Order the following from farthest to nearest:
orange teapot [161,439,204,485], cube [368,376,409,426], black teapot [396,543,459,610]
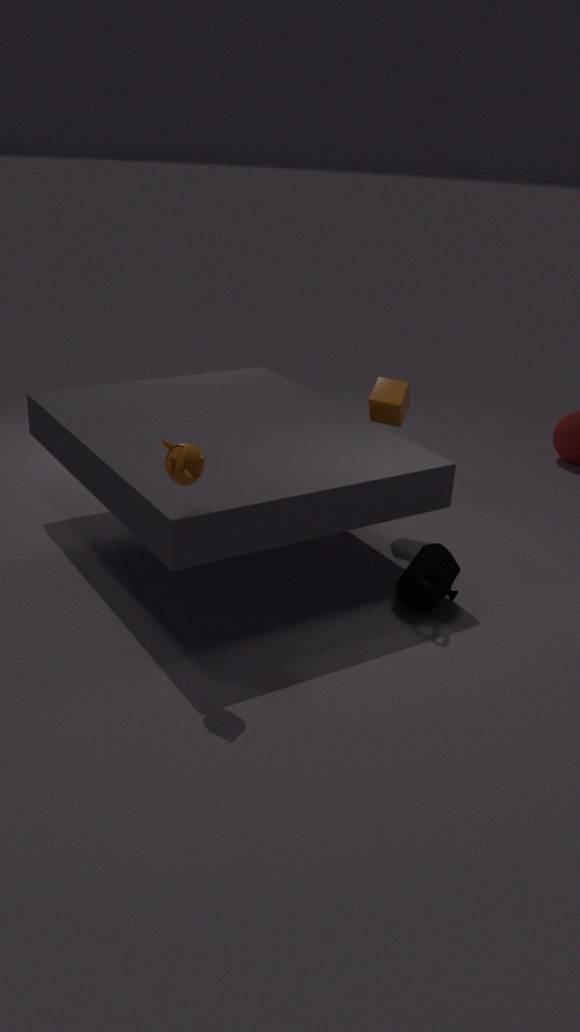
cube [368,376,409,426], black teapot [396,543,459,610], orange teapot [161,439,204,485]
